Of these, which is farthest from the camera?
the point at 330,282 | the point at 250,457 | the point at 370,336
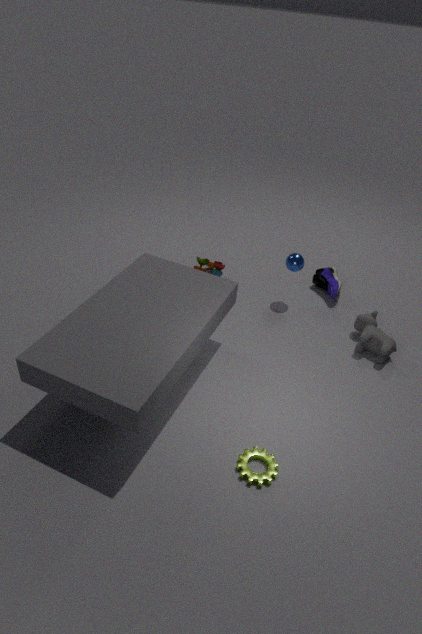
the point at 330,282
